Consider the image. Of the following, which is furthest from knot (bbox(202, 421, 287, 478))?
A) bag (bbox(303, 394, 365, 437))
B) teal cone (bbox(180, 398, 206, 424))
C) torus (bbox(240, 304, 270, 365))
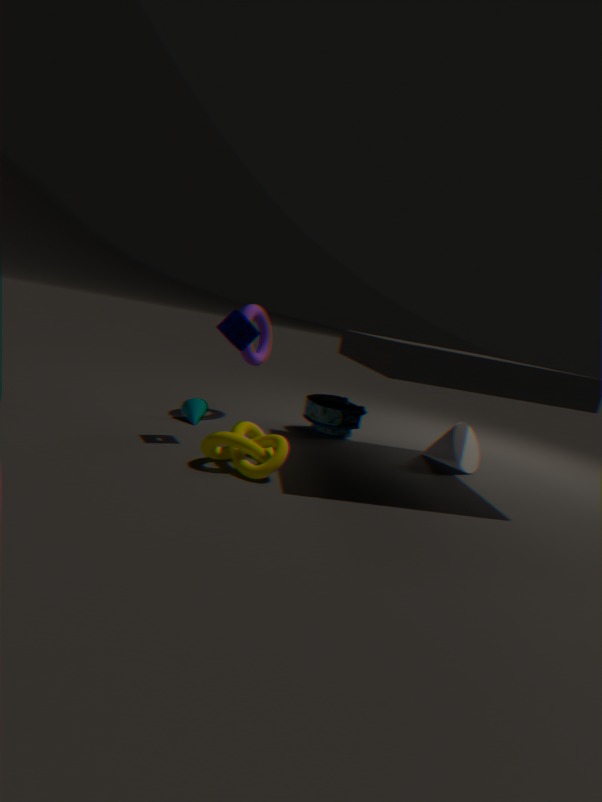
torus (bbox(240, 304, 270, 365))
